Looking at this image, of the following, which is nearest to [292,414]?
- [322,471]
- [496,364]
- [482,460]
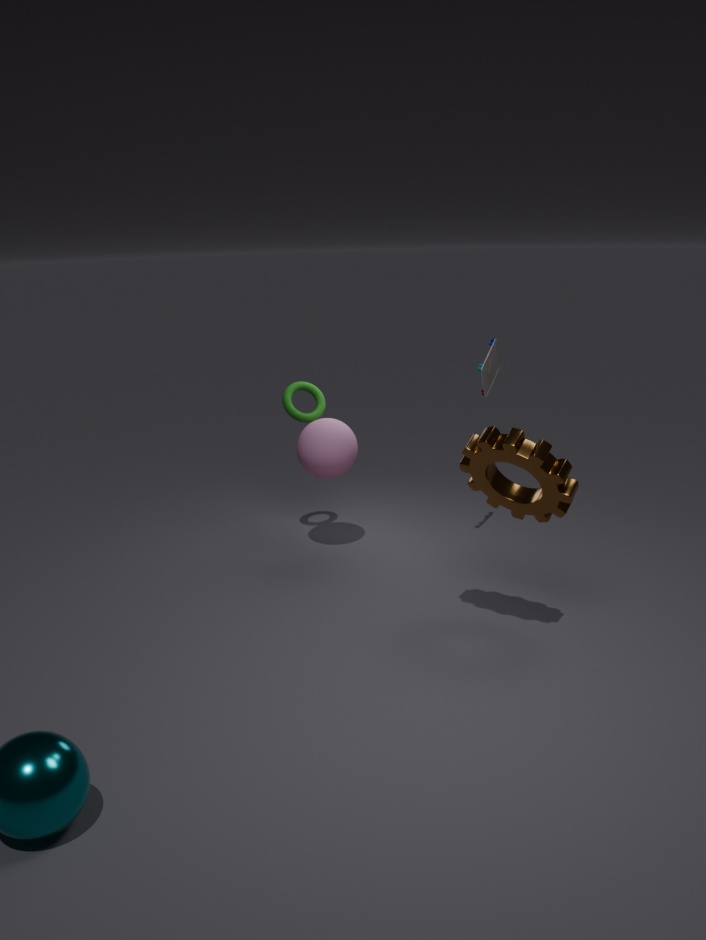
[322,471]
